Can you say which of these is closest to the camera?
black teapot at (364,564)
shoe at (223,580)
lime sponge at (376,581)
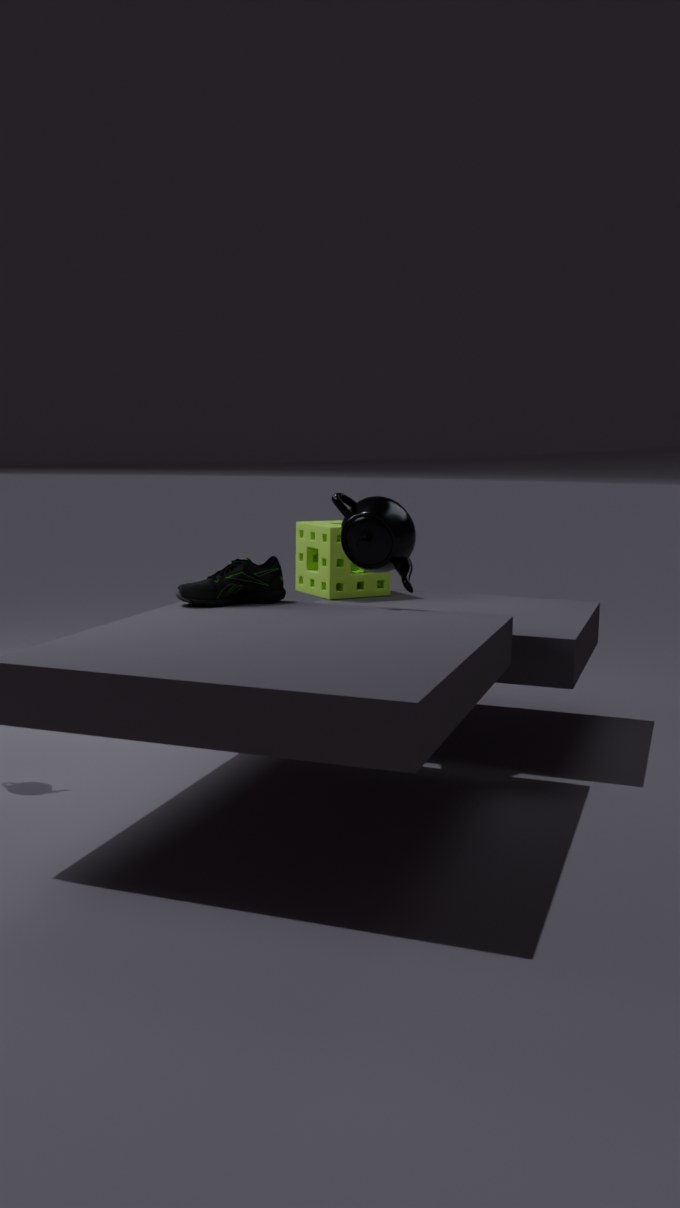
shoe at (223,580)
